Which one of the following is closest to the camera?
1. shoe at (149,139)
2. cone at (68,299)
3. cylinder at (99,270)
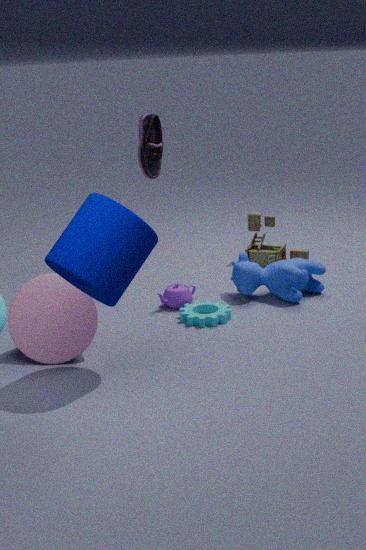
cylinder at (99,270)
